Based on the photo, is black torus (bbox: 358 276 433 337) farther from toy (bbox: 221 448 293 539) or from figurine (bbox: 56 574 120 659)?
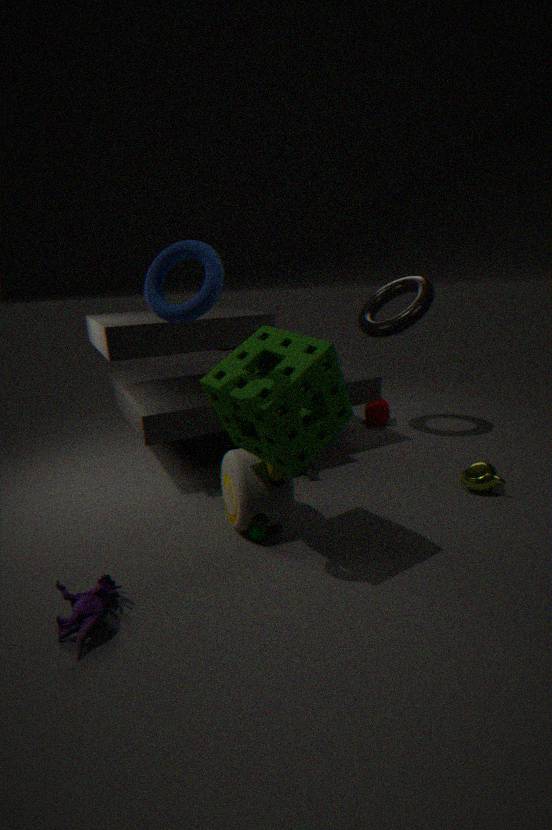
figurine (bbox: 56 574 120 659)
